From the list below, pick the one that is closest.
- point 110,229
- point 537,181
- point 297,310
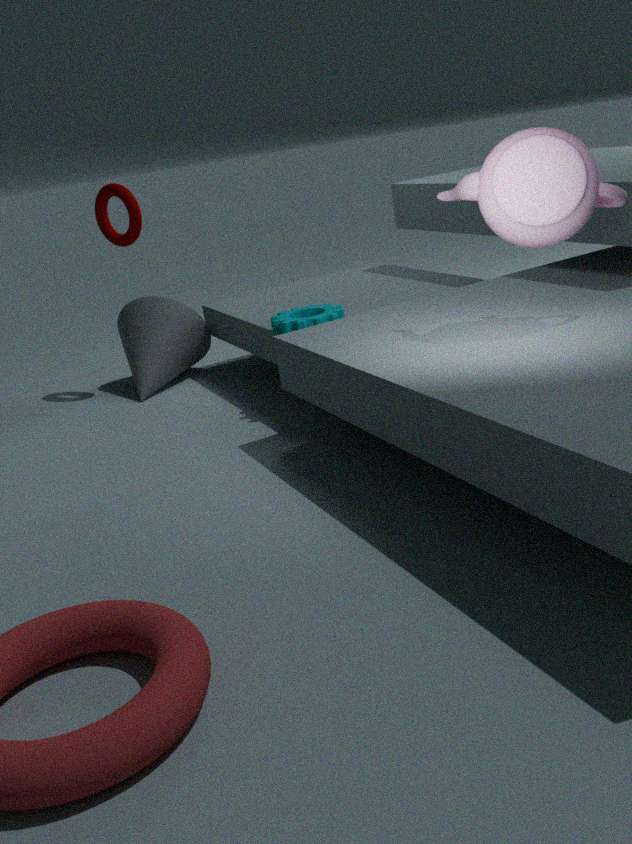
point 537,181
